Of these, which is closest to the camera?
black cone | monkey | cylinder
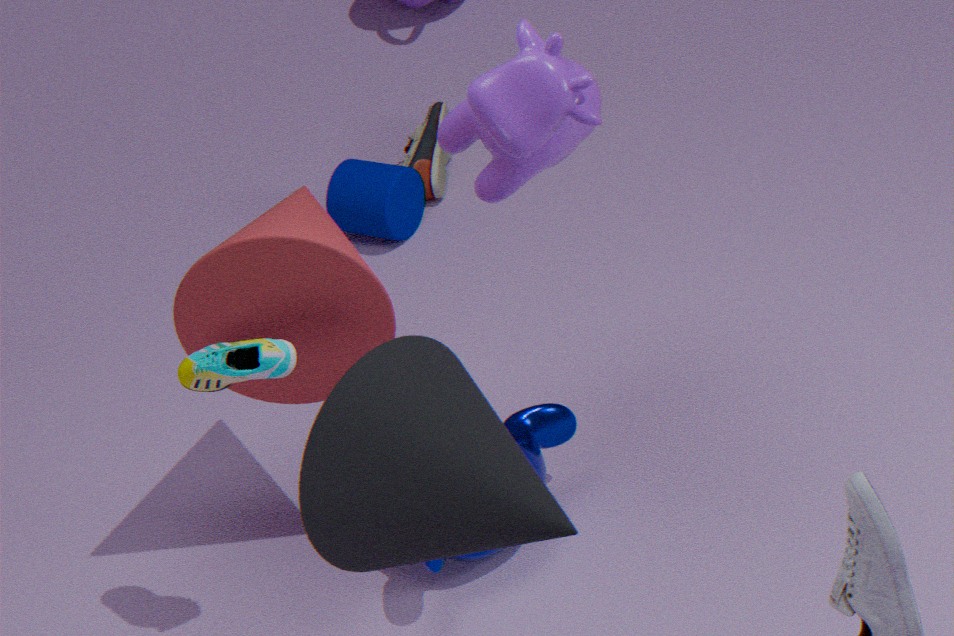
black cone
